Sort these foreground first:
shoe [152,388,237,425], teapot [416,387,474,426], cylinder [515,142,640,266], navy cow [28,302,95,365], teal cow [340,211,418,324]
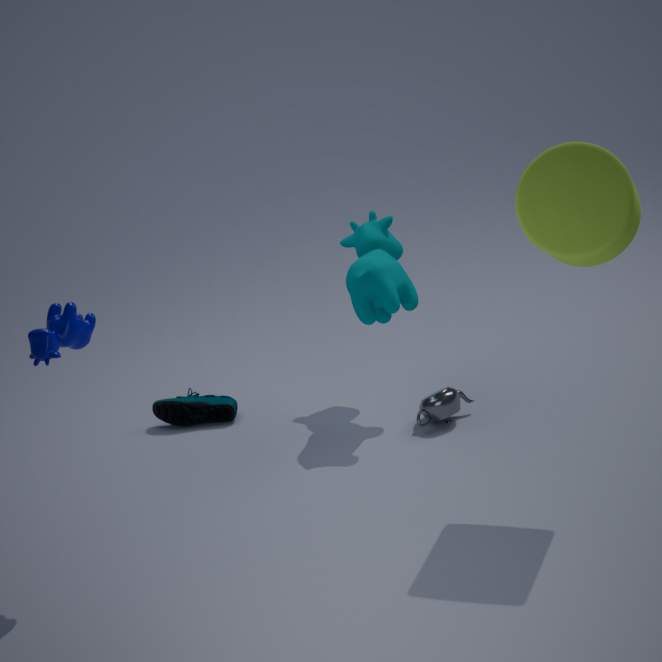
cylinder [515,142,640,266]
navy cow [28,302,95,365]
teal cow [340,211,418,324]
teapot [416,387,474,426]
shoe [152,388,237,425]
